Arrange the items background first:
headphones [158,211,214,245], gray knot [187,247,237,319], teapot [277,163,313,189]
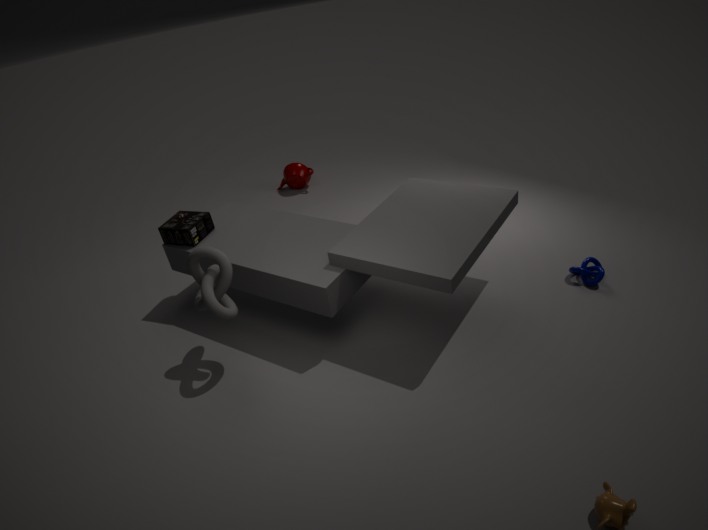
teapot [277,163,313,189]
headphones [158,211,214,245]
gray knot [187,247,237,319]
